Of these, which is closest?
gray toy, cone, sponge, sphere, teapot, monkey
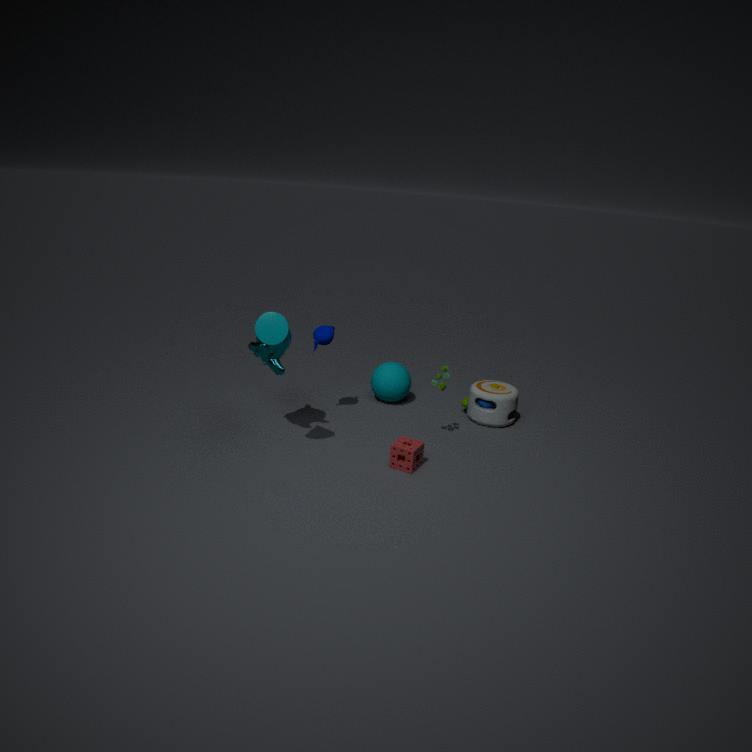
cone
